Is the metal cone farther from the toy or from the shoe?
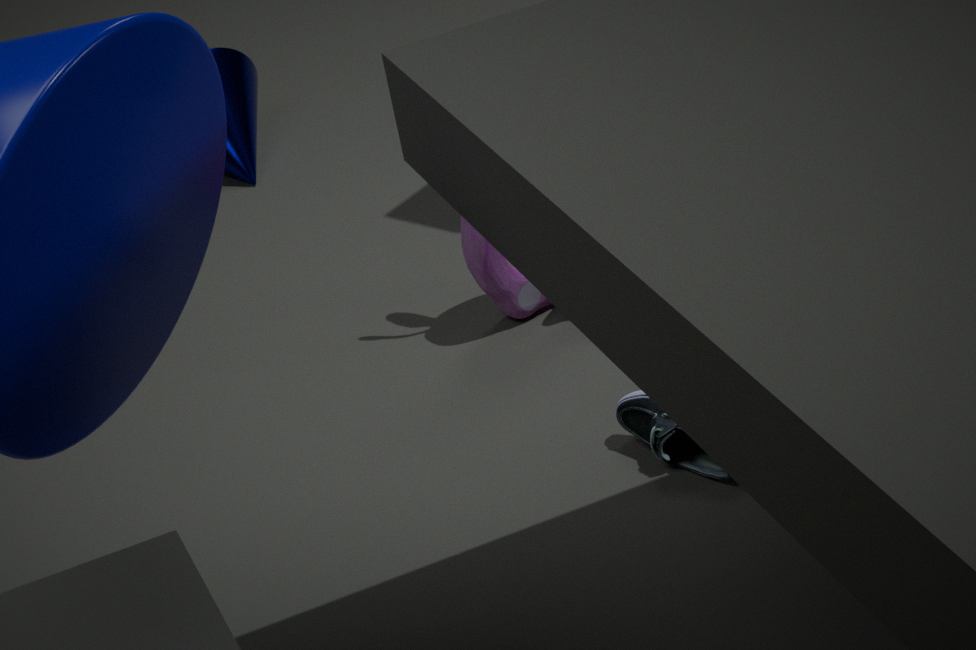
the shoe
